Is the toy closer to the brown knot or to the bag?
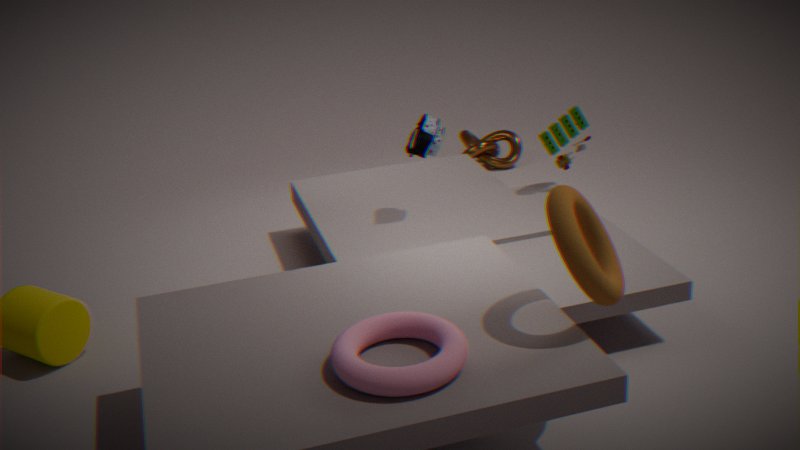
the bag
